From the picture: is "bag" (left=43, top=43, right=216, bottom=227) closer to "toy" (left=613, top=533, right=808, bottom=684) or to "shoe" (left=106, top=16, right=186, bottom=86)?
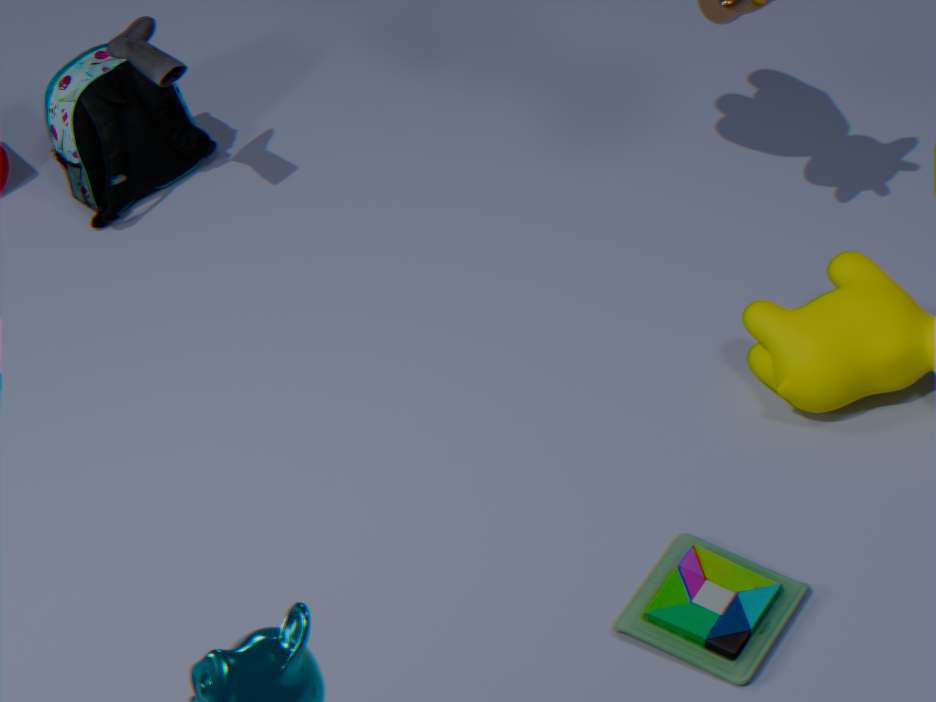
"shoe" (left=106, top=16, right=186, bottom=86)
